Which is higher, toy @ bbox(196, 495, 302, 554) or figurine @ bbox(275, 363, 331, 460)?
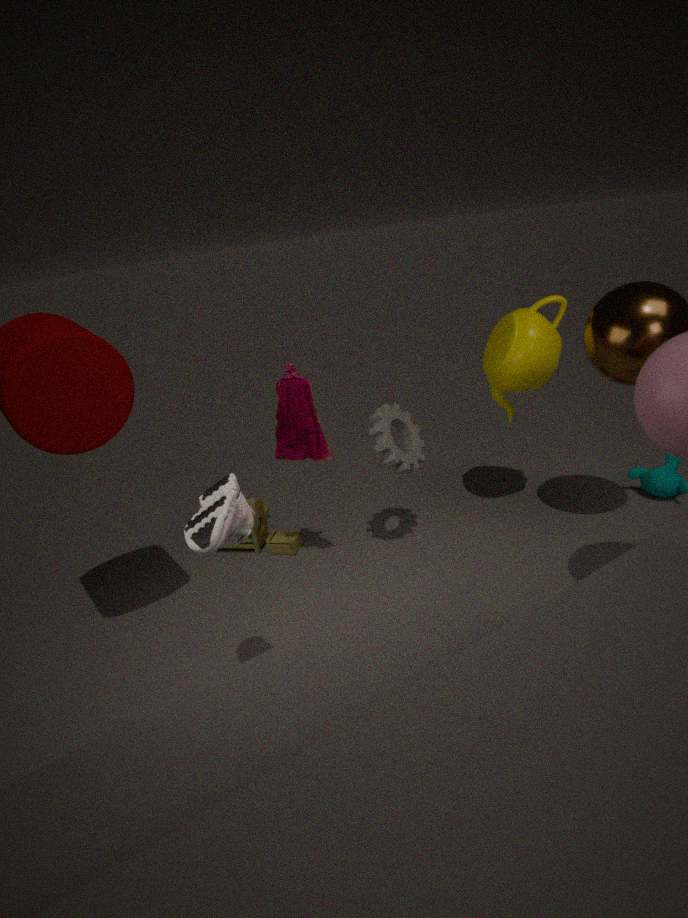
figurine @ bbox(275, 363, 331, 460)
